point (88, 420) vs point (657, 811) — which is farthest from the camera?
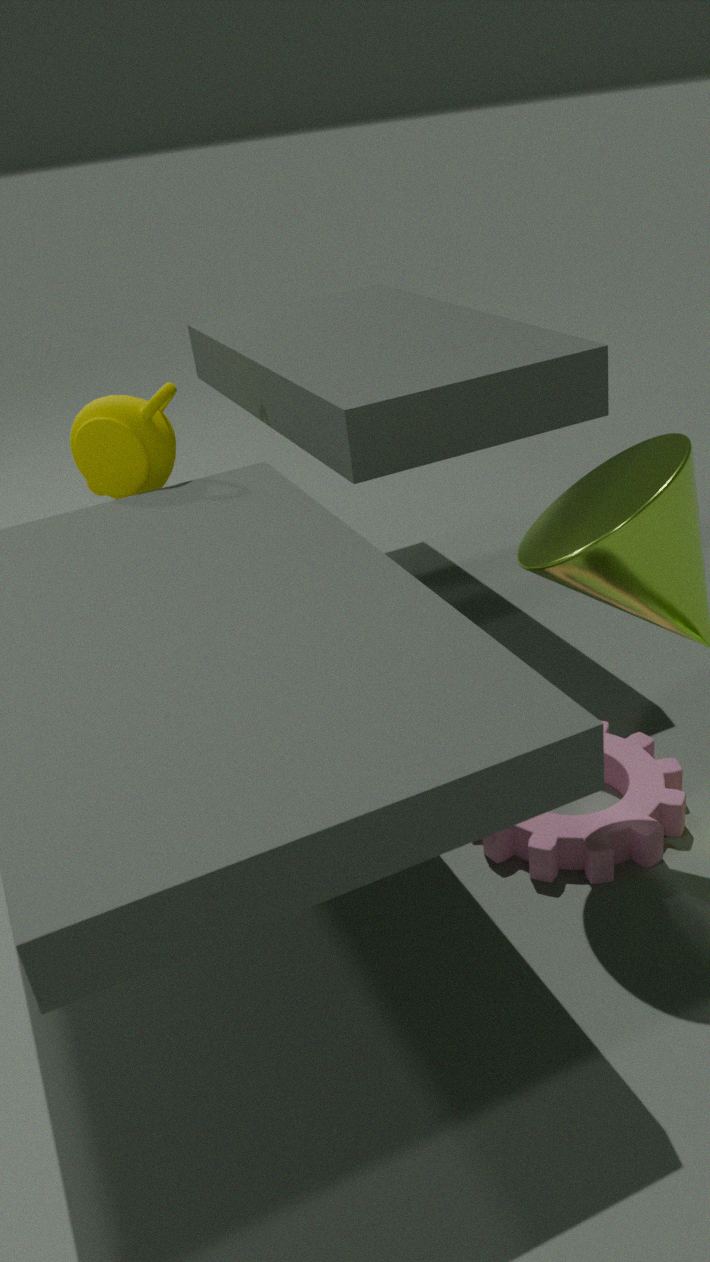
point (88, 420)
